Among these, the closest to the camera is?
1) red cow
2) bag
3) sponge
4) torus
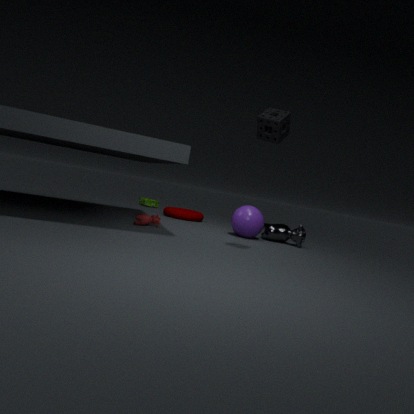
3. sponge
